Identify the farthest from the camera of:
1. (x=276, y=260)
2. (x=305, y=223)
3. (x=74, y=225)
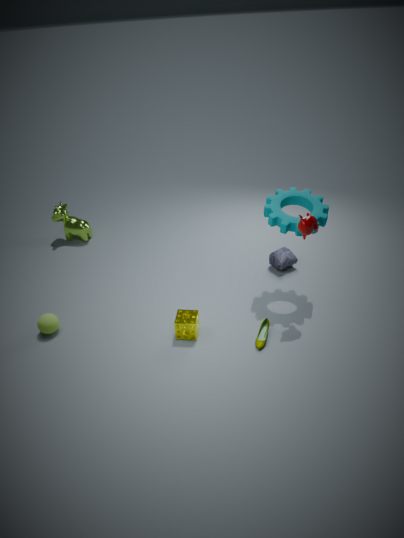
(x=74, y=225)
